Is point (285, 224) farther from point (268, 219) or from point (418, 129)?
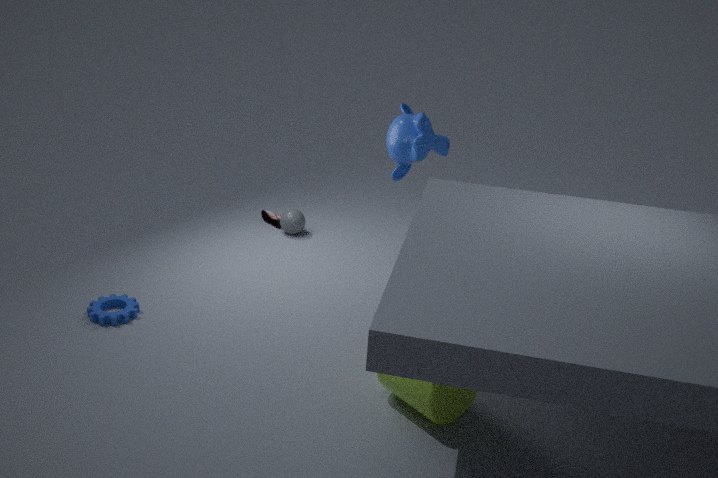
point (418, 129)
